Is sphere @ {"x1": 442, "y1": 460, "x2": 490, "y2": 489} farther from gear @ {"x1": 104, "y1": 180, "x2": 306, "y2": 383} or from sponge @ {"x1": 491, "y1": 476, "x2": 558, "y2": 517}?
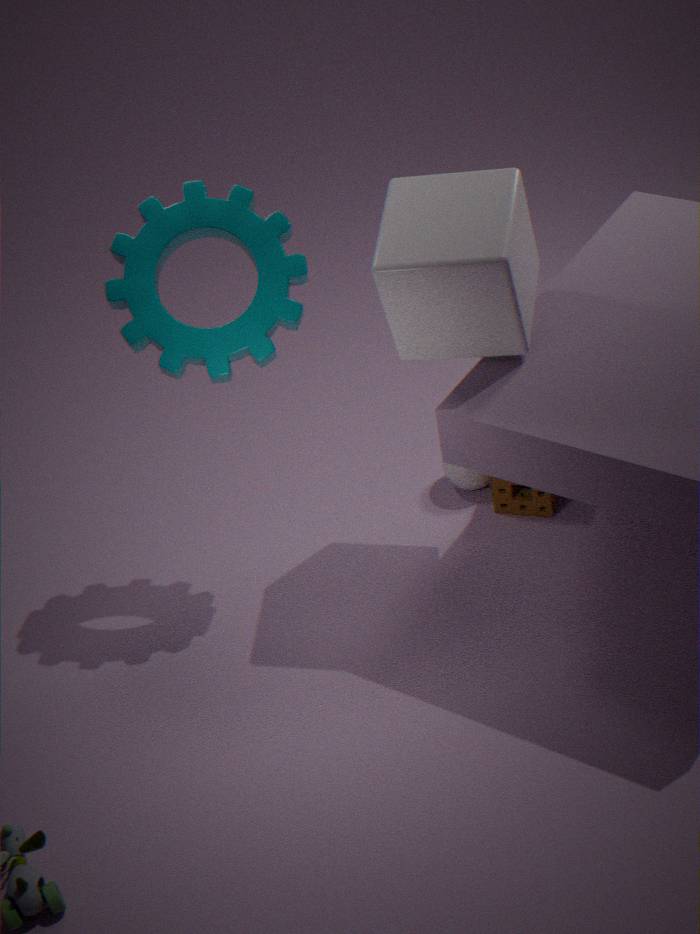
gear @ {"x1": 104, "y1": 180, "x2": 306, "y2": 383}
